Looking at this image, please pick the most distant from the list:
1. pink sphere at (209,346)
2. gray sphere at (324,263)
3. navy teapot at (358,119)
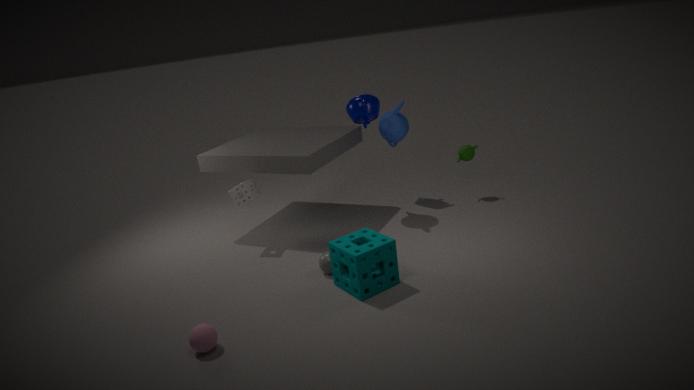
navy teapot at (358,119)
